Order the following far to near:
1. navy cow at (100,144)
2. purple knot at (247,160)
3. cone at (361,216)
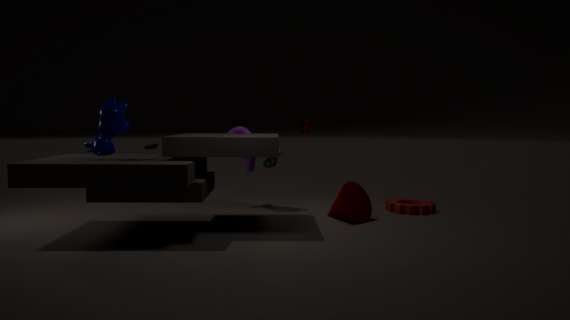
purple knot at (247,160) < cone at (361,216) < navy cow at (100,144)
